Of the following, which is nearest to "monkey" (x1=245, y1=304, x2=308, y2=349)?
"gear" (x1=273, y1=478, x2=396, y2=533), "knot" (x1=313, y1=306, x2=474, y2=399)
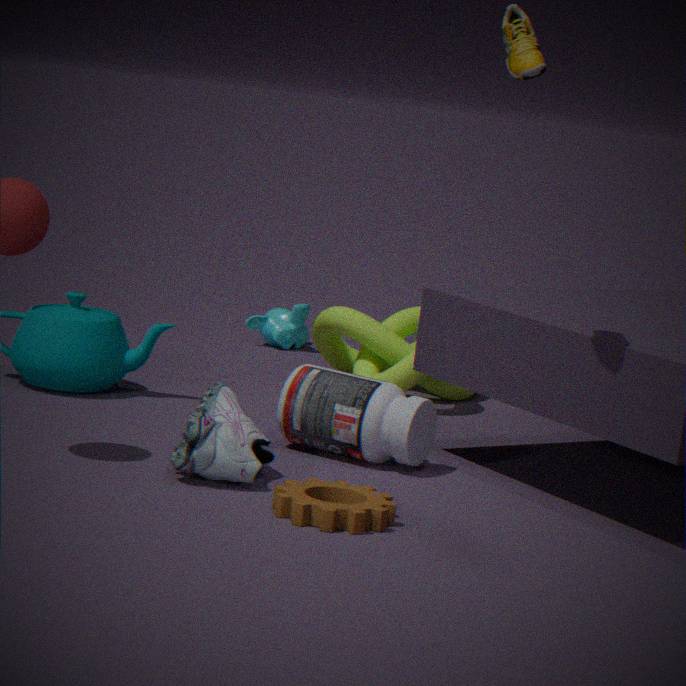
"knot" (x1=313, y1=306, x2=474, y2=399)
